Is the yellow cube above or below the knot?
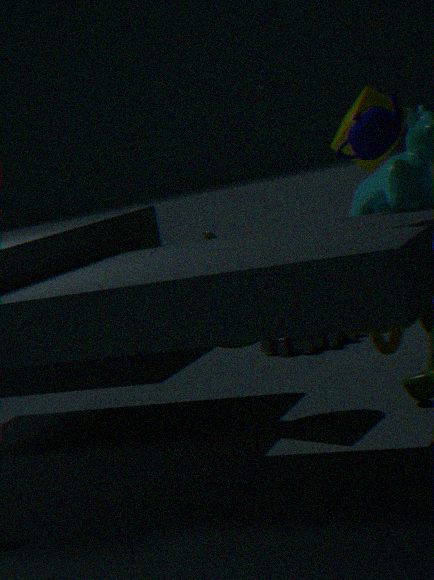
above
